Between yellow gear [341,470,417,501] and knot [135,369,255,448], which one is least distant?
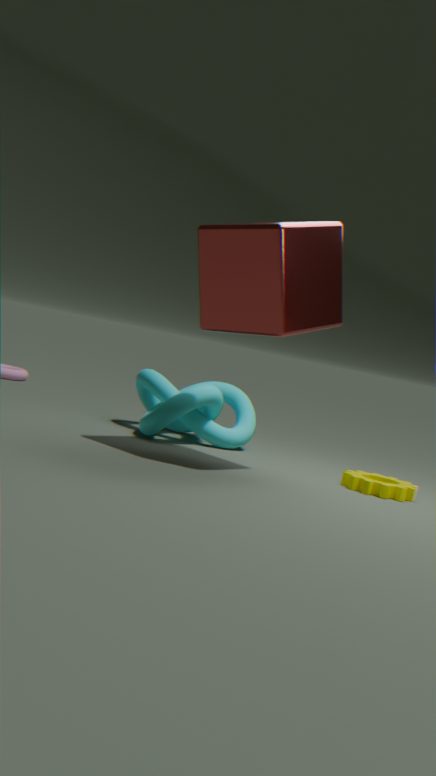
yellow gear [341,470,417,501]
